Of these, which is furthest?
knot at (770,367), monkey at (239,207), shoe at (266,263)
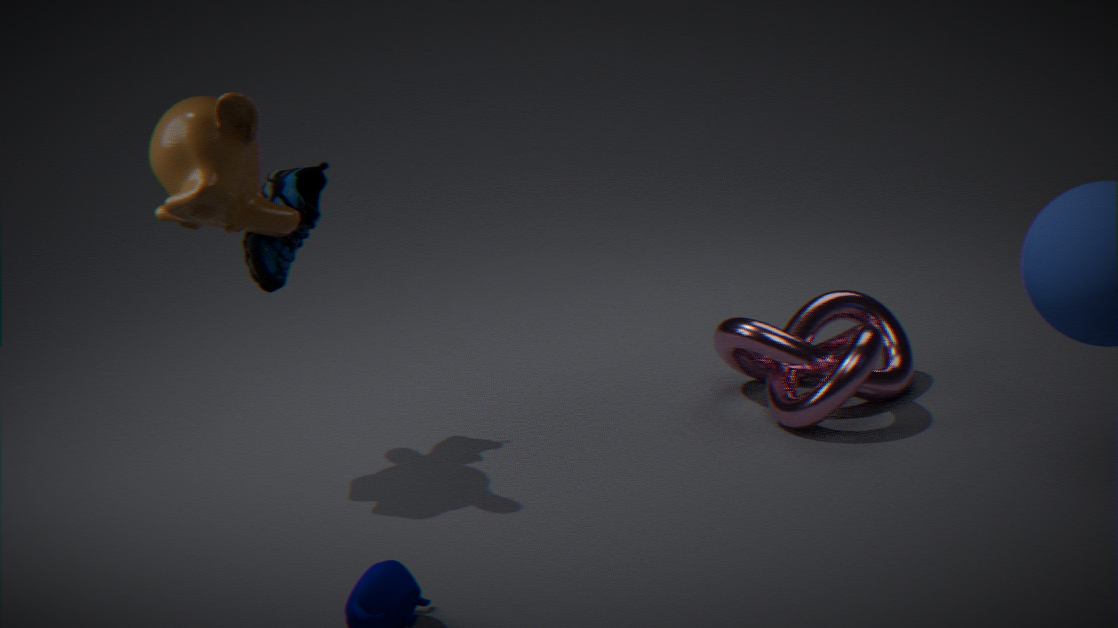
knot at (770,367)
